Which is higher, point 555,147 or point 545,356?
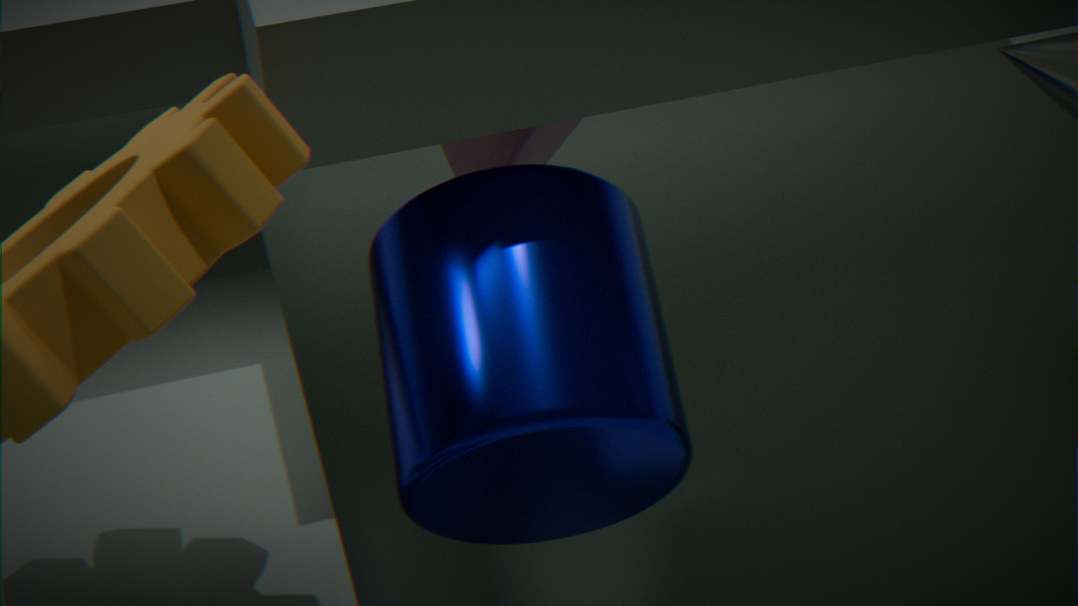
Answer: point 555,147
